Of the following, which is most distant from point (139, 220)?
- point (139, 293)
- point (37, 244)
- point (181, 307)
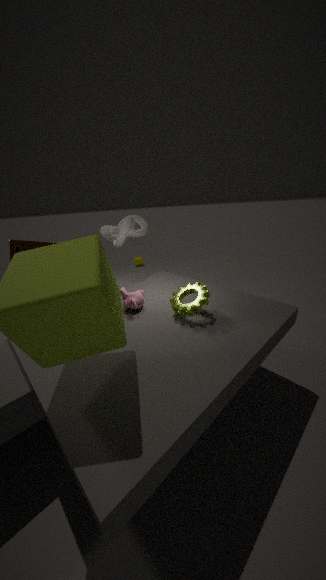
point (181, 307)
